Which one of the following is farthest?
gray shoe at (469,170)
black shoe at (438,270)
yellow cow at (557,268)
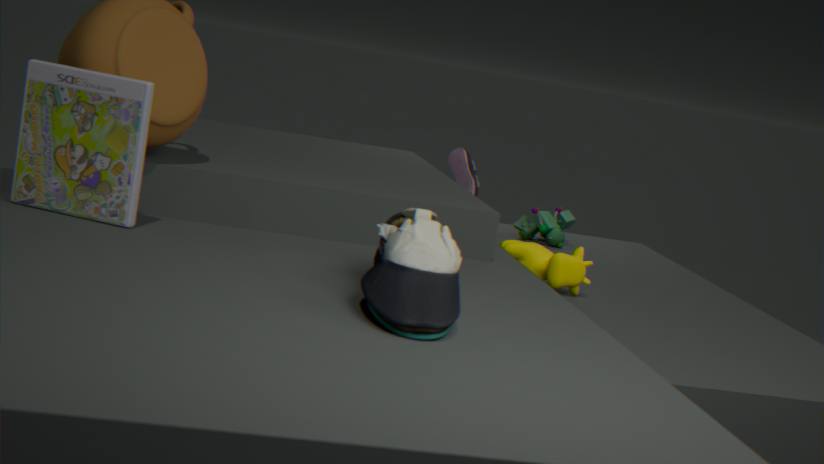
gray shoe at (469,170)
